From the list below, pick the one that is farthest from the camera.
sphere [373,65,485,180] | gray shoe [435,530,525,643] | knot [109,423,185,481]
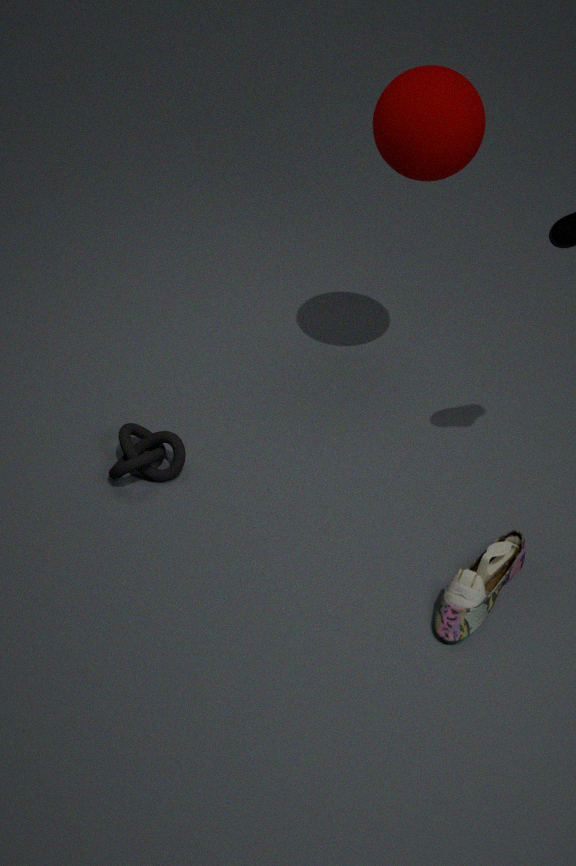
knot [109,423,185,481]
